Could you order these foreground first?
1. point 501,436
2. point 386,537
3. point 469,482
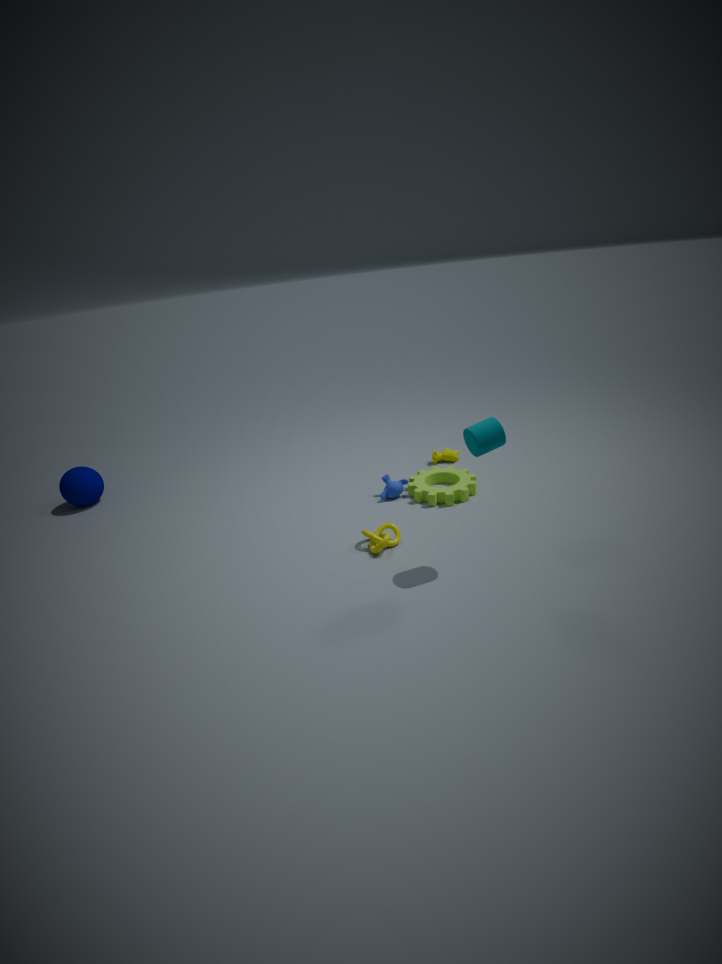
point 501,436, point 386,537, point 469,482
